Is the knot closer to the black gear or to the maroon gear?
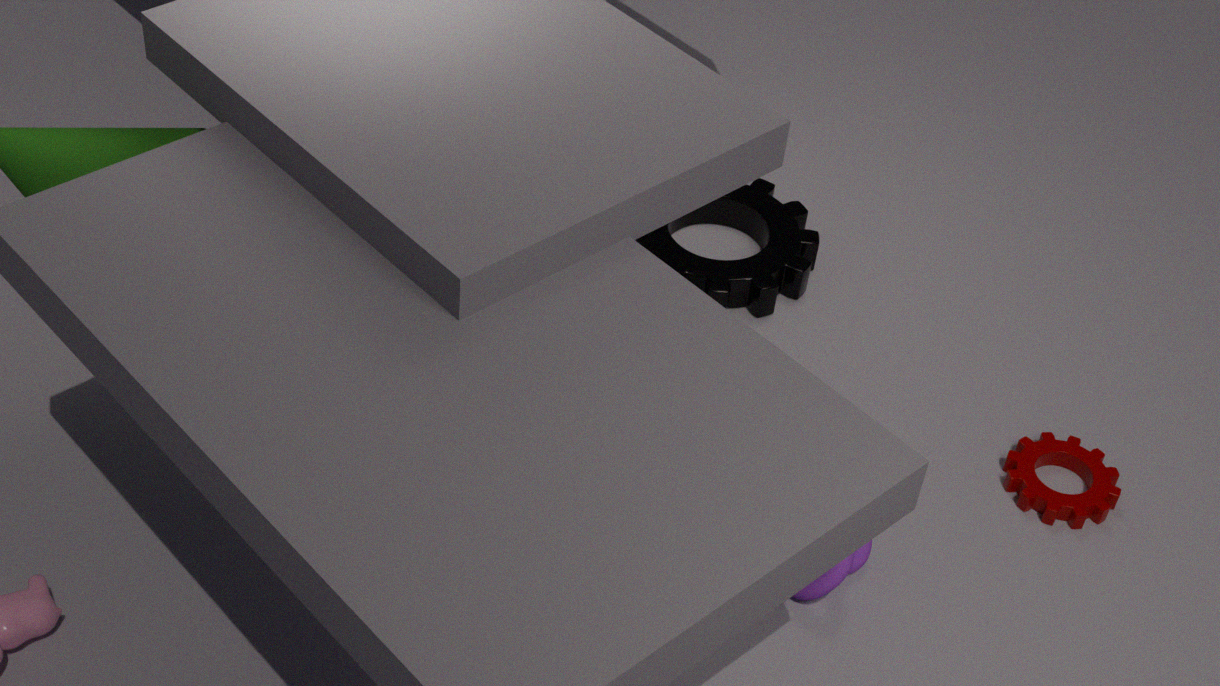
the maroon gear
